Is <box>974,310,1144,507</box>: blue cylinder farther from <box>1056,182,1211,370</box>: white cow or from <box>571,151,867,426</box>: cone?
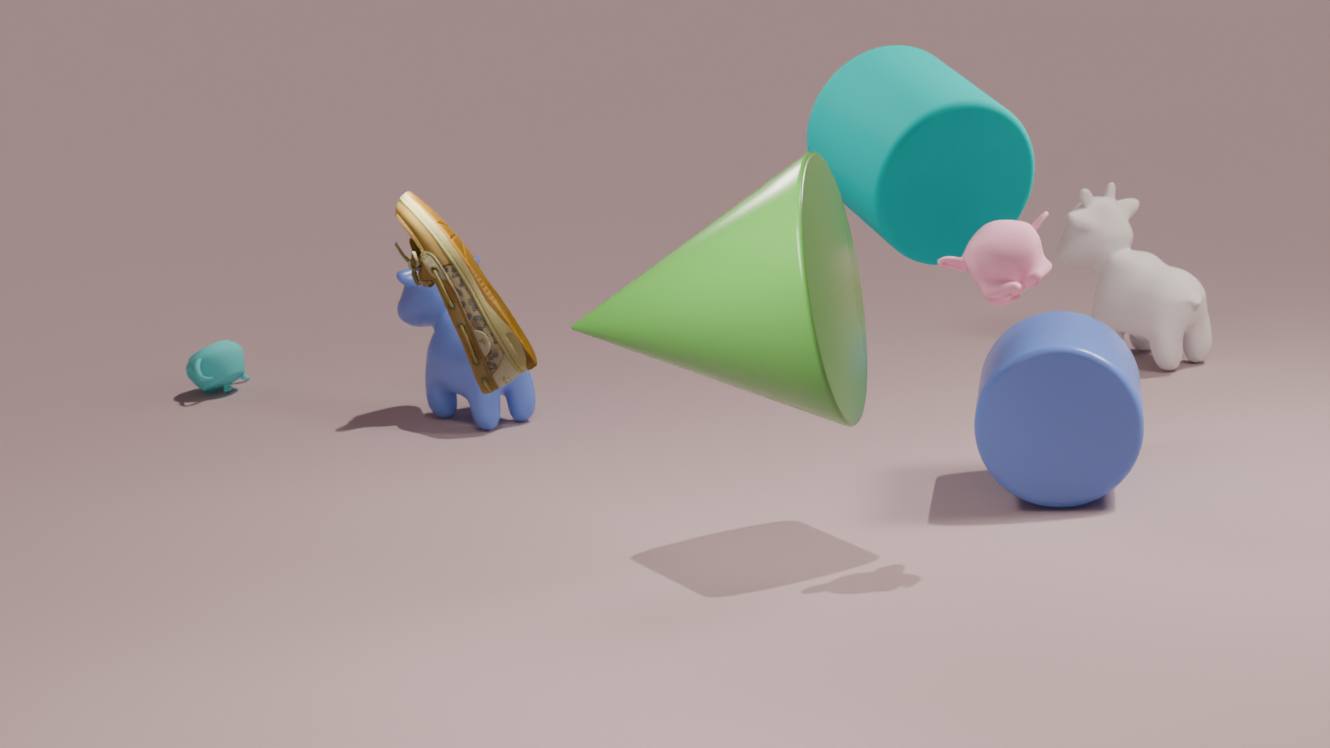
<box>571,151,867,426</box>: cone
